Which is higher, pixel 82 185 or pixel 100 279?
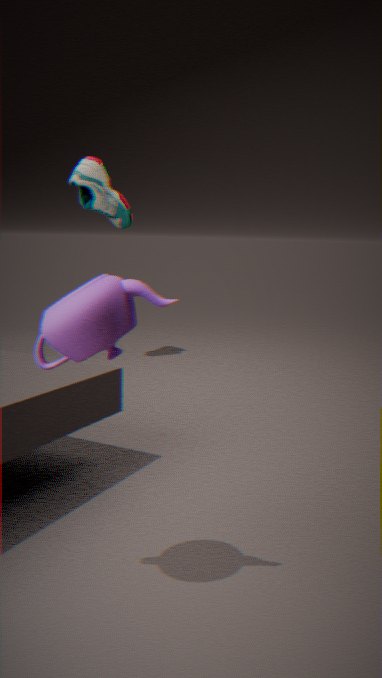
pixel 82 185
